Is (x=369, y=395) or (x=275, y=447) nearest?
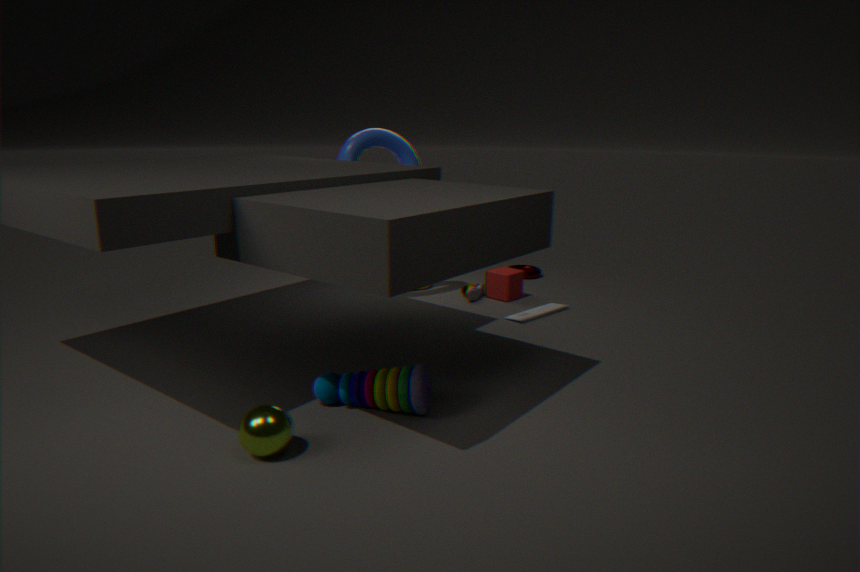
(x=275, y=447)
